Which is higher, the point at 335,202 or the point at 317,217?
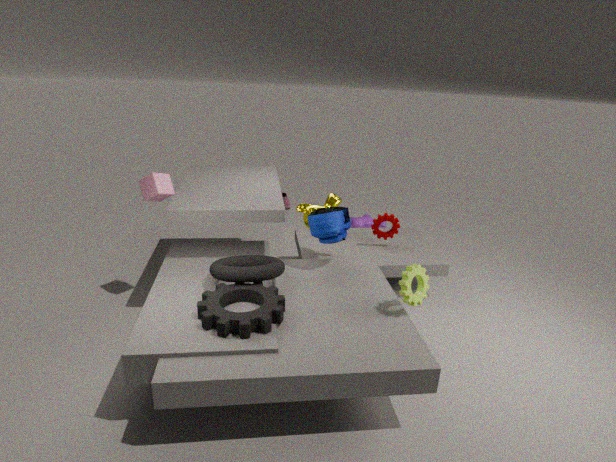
the point at 317,217
